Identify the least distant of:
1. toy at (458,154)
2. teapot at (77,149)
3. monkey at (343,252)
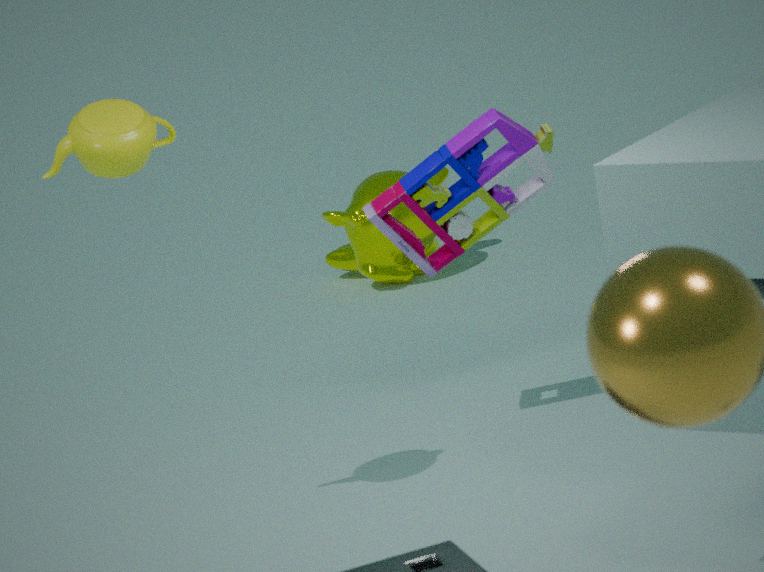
teapot at (77,149)
